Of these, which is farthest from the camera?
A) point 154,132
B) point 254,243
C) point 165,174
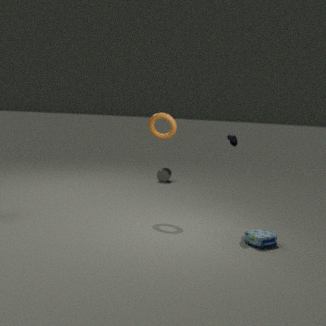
point 165,174
